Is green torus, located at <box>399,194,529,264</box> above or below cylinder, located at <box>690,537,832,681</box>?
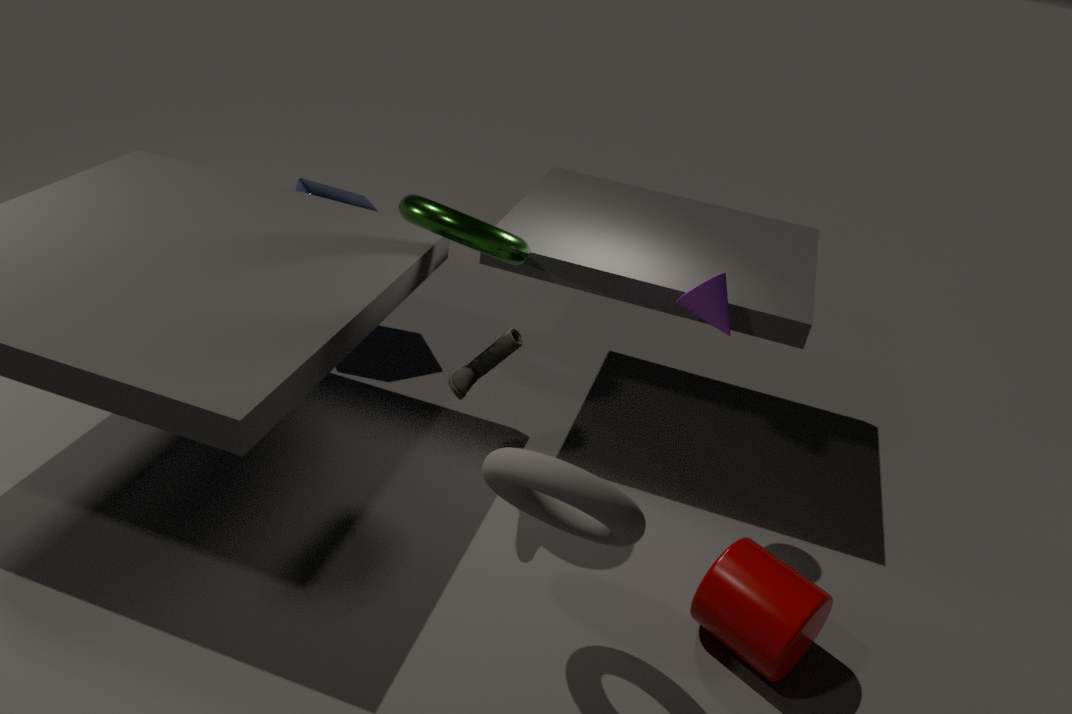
above
